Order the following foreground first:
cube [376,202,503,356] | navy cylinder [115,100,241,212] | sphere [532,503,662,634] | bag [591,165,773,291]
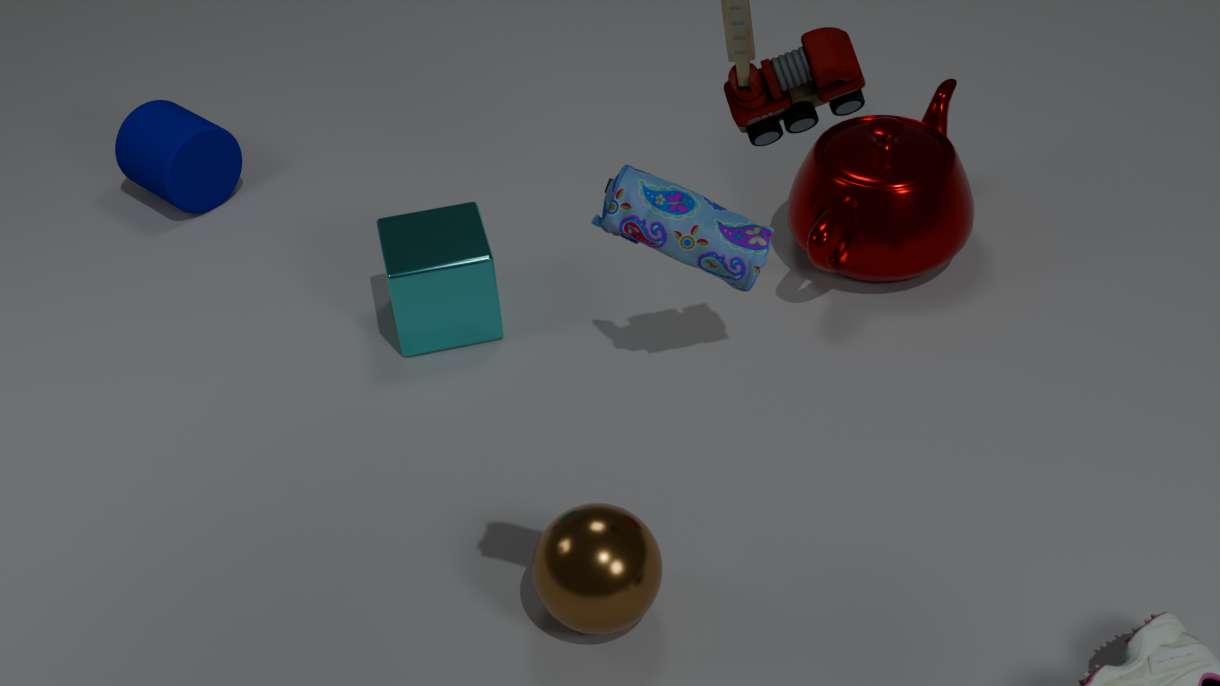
1. bag [591,165,773,291]
2. sphere [532,503,662,634]
3. cube [376,202,503,356]
4. navy cylinder [115,100,241,212]
